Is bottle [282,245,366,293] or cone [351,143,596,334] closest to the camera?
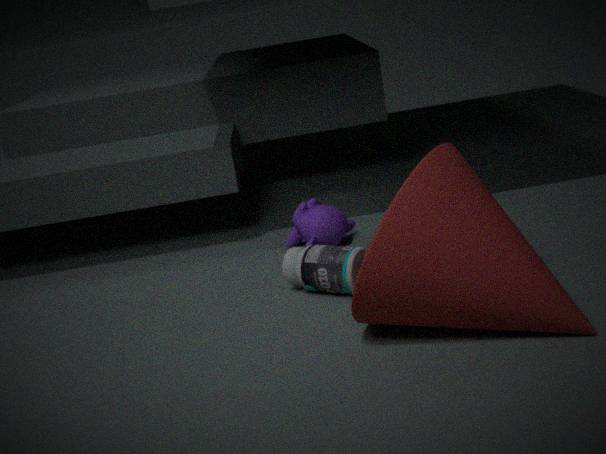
cone [351,143,596,334]
